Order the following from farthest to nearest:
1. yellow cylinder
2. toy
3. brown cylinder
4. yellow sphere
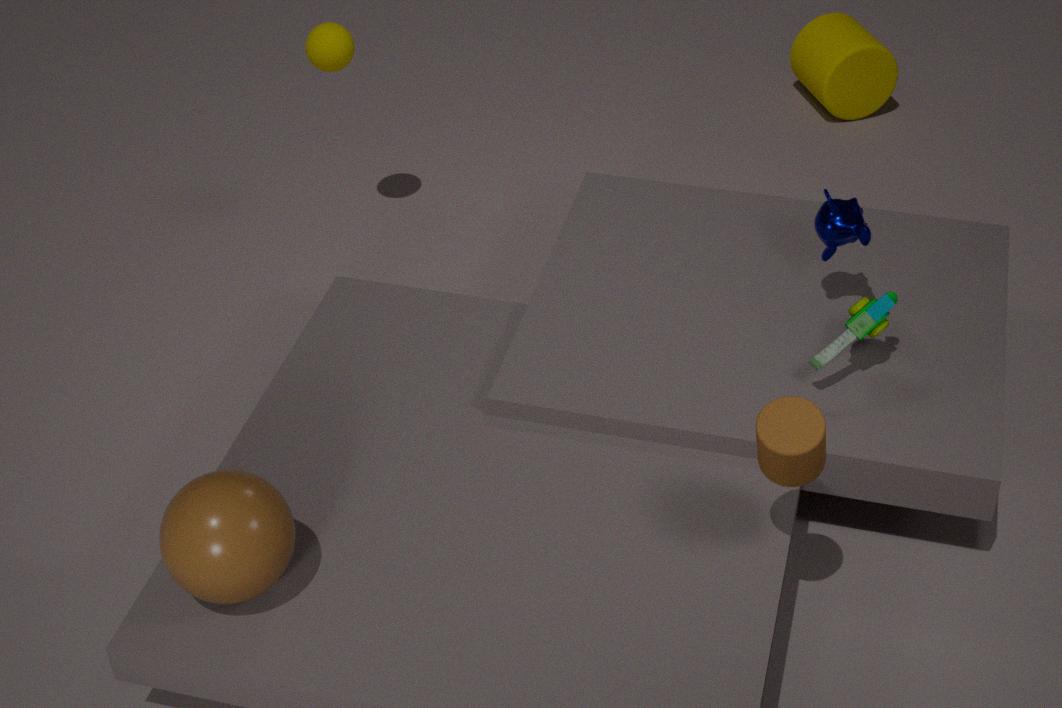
yellow cylinder, yellow sphere, toy, brown cylinder
